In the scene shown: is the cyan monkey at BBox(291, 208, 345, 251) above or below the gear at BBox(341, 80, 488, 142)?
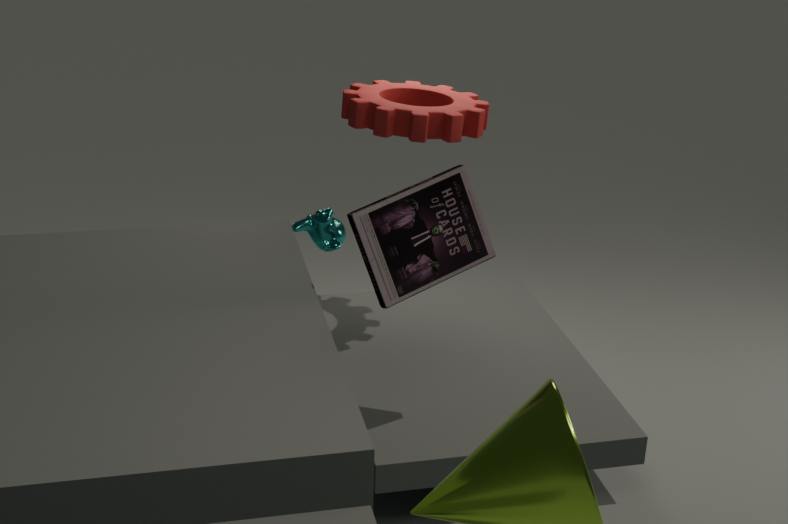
below
